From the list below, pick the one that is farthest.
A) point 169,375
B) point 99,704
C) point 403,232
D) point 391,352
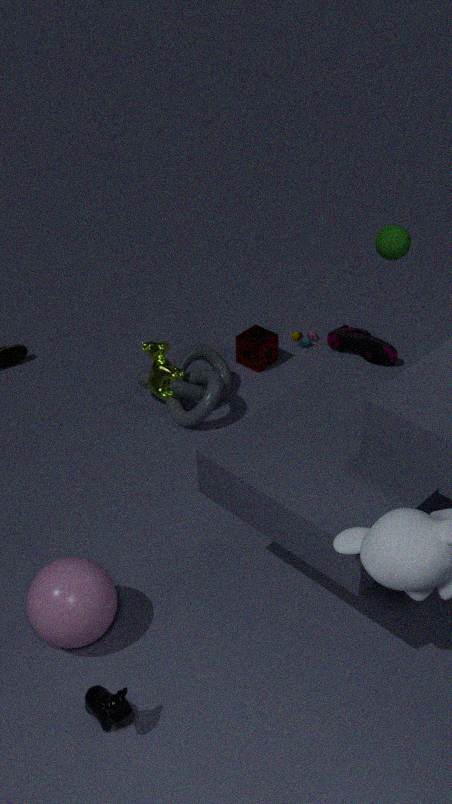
D. point 391,352
